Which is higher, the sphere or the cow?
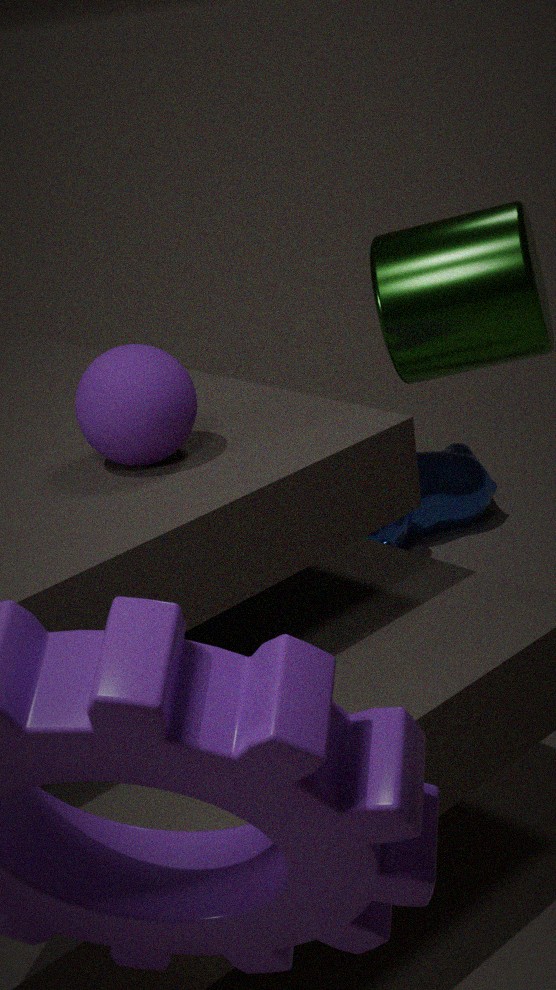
the sphere
